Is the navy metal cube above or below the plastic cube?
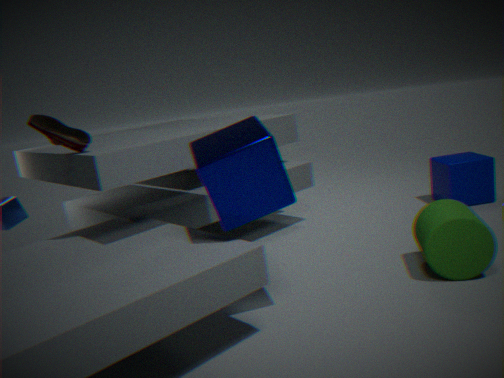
above
